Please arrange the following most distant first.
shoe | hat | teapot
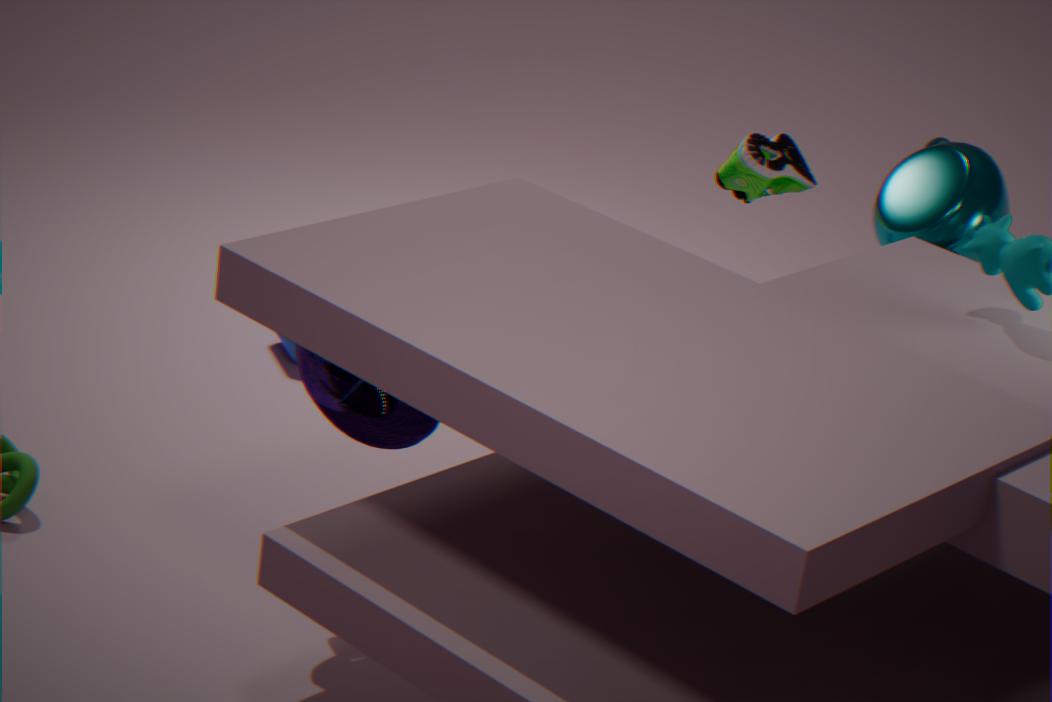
shoe
teapot
hat
